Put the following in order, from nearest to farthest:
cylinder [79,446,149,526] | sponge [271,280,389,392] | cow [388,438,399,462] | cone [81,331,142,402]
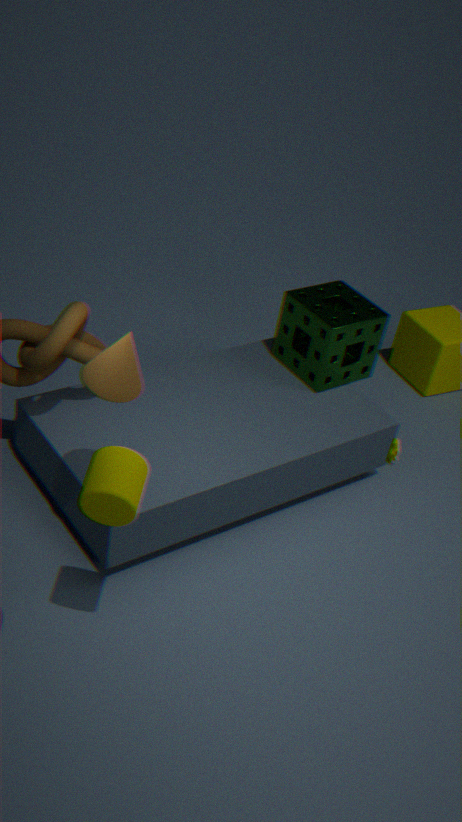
cylinder [79,446,149,526]
cone [81,331,142,402]
sponge [271,280,389,392]
cow [388,438,399,462]
